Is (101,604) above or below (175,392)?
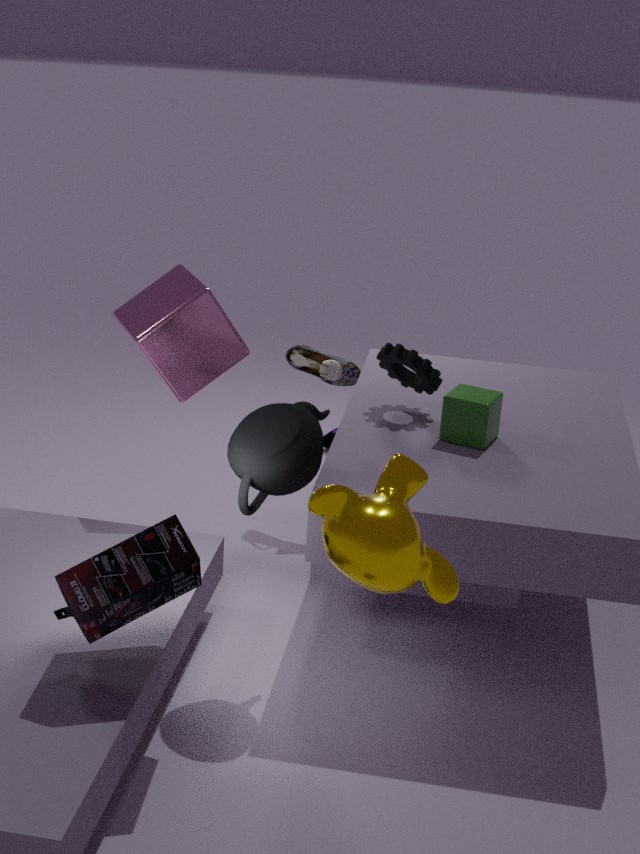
below
